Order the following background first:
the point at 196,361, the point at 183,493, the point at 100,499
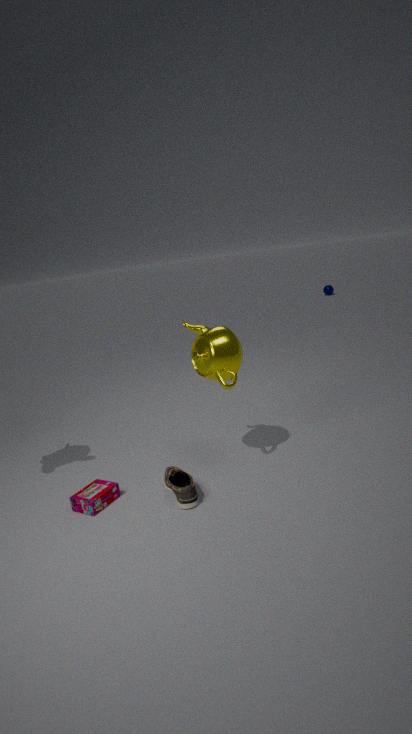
the point at 196,361 < the point at 100,499 < the point at 183,493
